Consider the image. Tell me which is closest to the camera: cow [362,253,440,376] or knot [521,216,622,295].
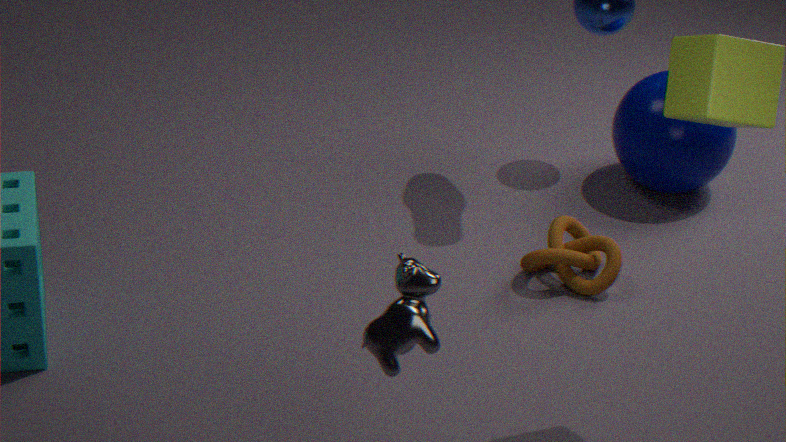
cow [362,253,440,376]
